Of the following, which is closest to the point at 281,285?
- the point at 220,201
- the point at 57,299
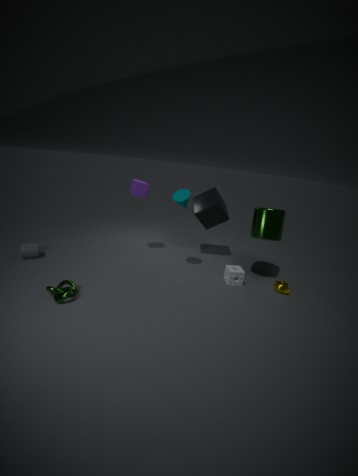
the point at 220,201
